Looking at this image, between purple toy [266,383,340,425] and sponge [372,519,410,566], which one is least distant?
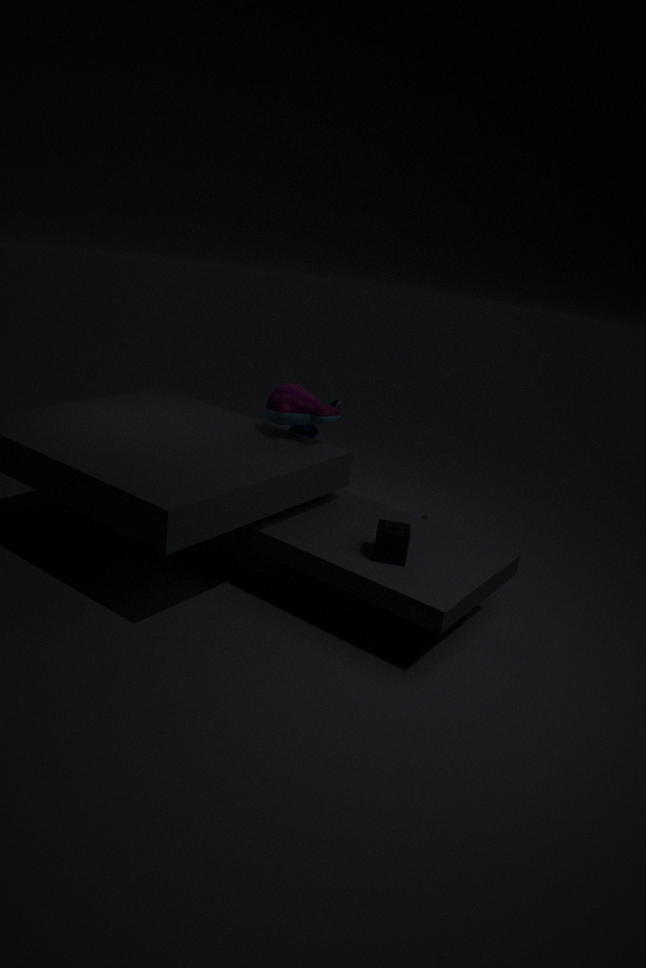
sponge [372,519,410,566]
